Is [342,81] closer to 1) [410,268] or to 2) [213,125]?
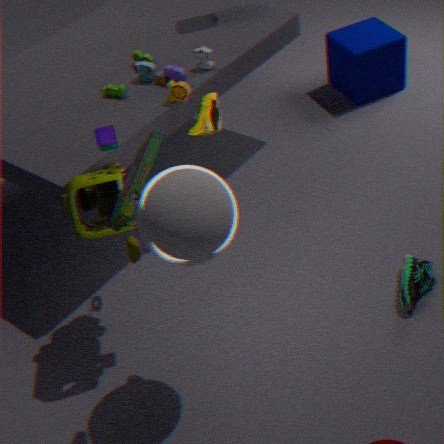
1) [410,268]
